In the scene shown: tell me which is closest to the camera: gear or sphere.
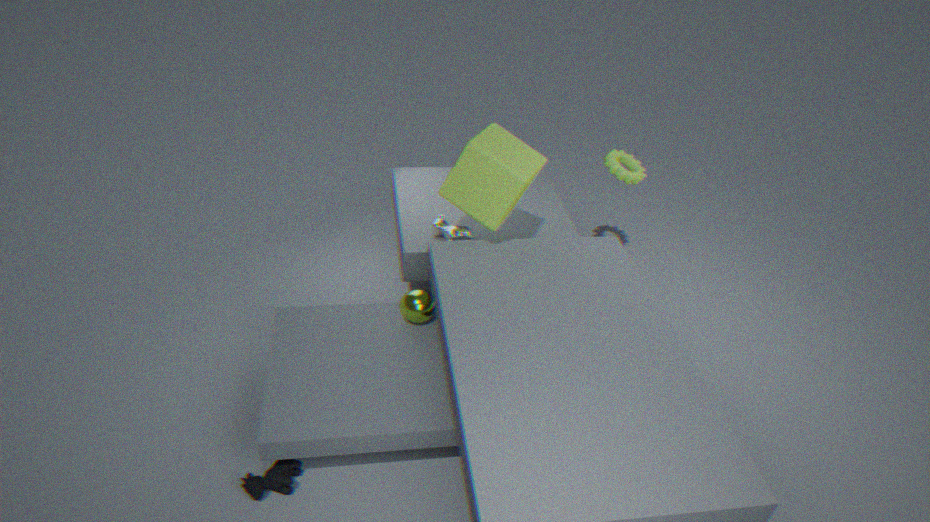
sphere
